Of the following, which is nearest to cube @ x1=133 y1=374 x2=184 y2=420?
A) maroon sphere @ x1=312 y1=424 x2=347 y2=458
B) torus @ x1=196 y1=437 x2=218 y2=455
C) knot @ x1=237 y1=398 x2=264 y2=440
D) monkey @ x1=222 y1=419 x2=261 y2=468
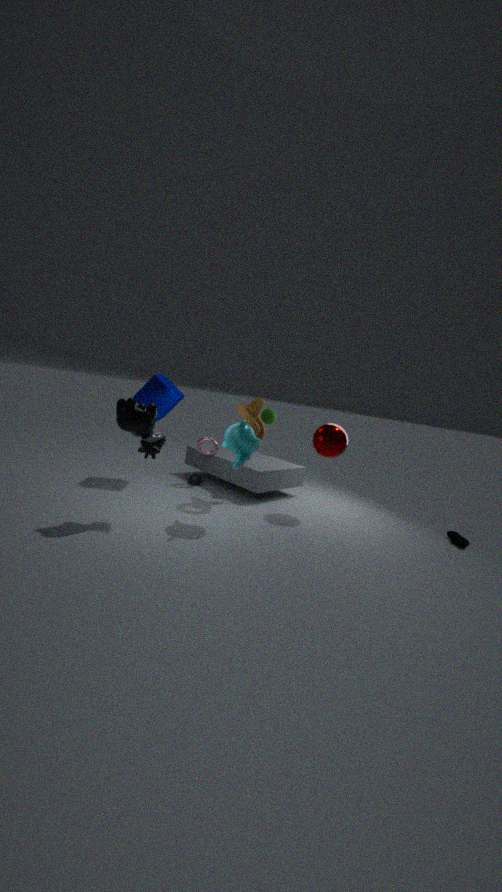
torus @ x1=196 y1=437 x2=218 y2=455
